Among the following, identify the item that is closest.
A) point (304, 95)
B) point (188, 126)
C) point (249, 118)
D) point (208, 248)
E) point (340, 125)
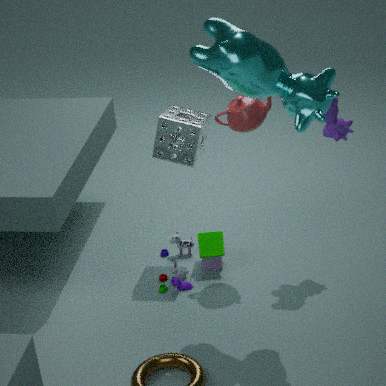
→ point (304, 95)
